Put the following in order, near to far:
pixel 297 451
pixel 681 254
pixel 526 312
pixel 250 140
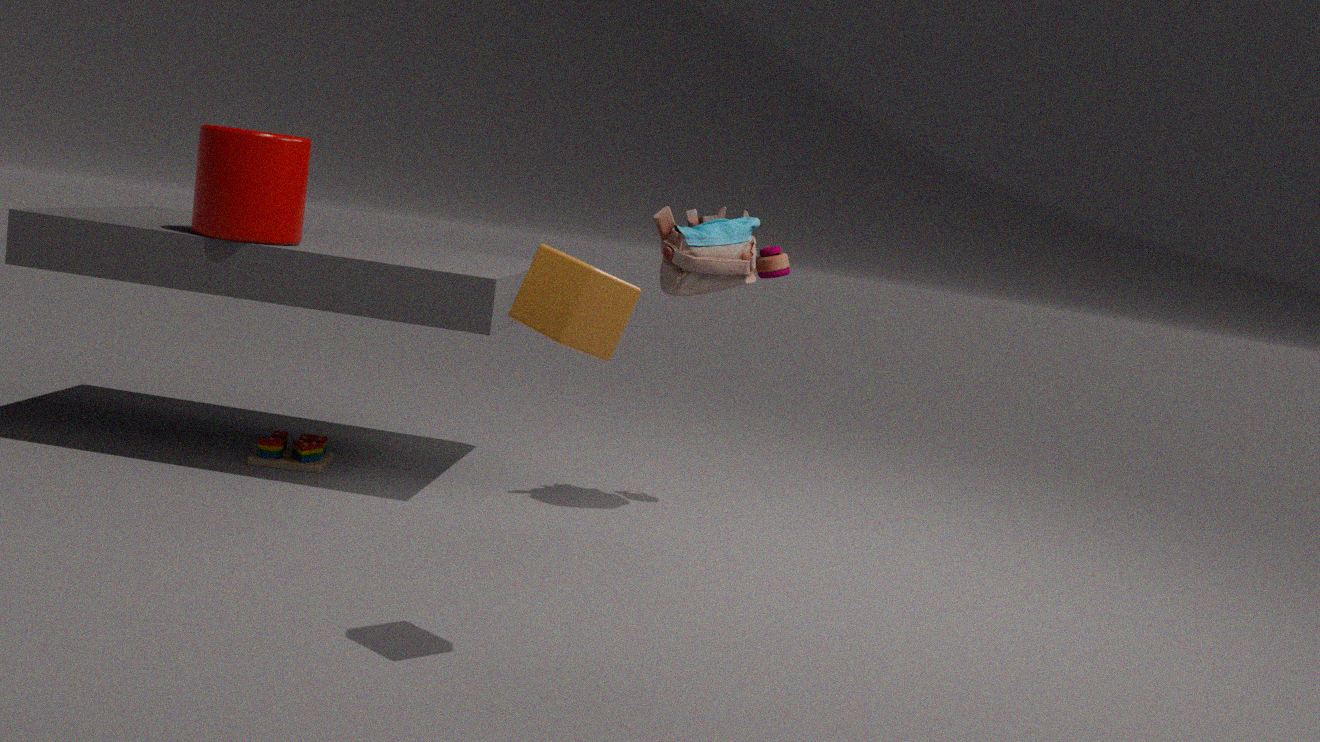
1. pixel 526 312
2. pixel 250 140
3. pixel 681 254
4. pixel 297 451
